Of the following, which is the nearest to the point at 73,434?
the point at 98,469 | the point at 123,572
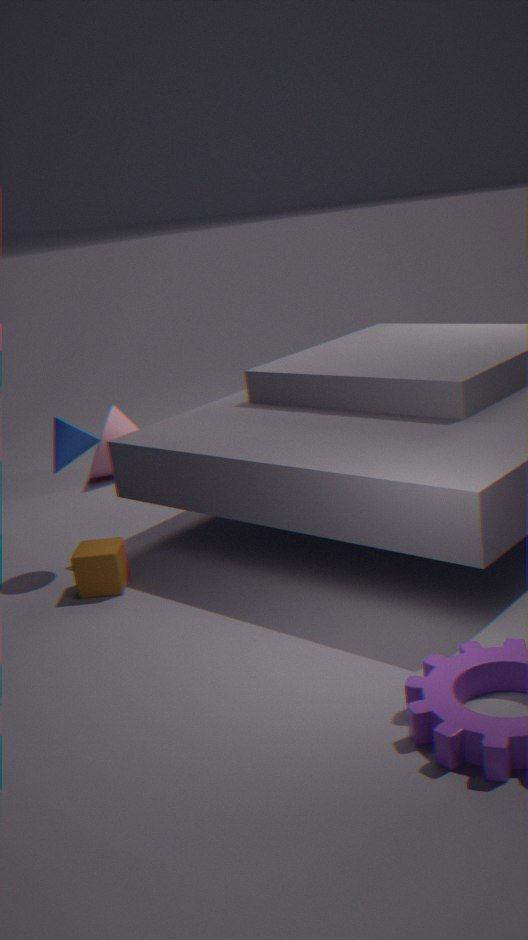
the point at 123,572
